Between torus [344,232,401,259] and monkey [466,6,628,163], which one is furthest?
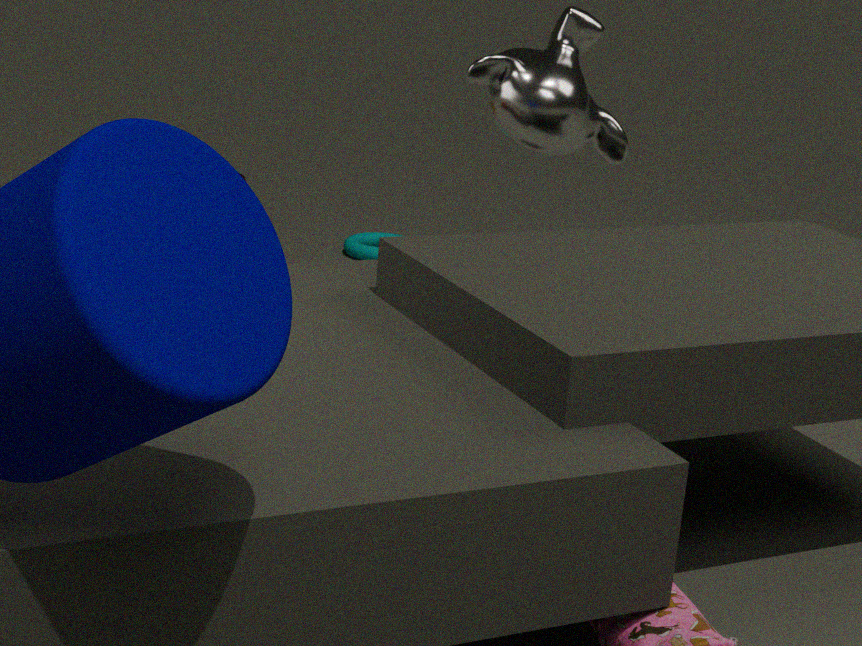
torus [344,232,401,259]
